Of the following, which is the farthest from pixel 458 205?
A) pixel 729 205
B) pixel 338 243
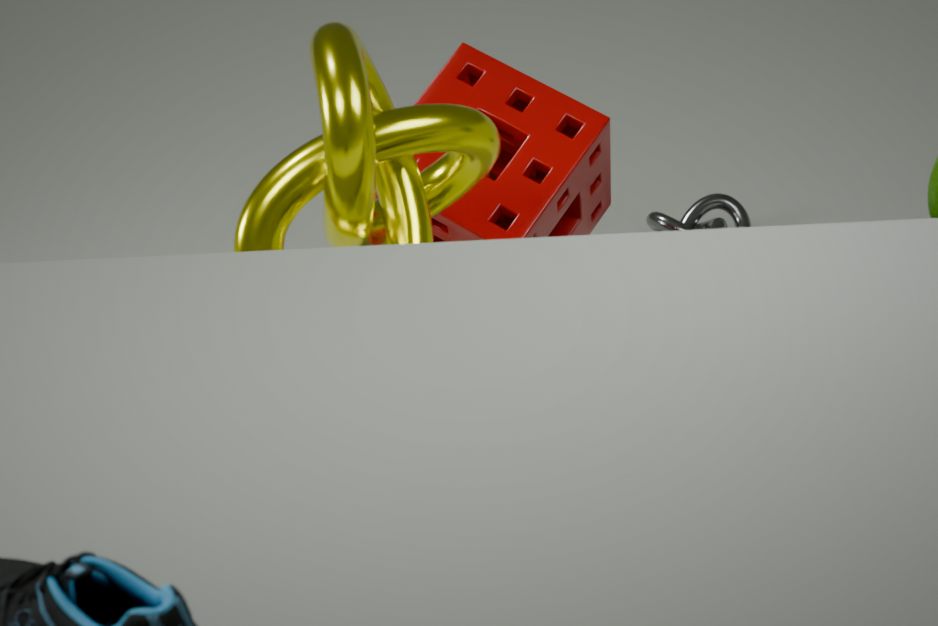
pixel 729 205
